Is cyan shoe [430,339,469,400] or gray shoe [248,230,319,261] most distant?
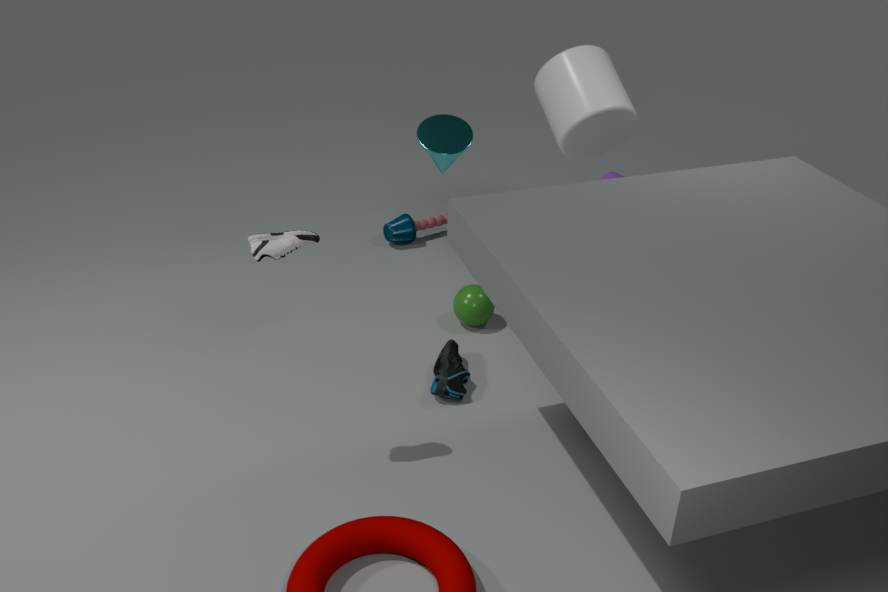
cyan shoe [430,339,469,400]
